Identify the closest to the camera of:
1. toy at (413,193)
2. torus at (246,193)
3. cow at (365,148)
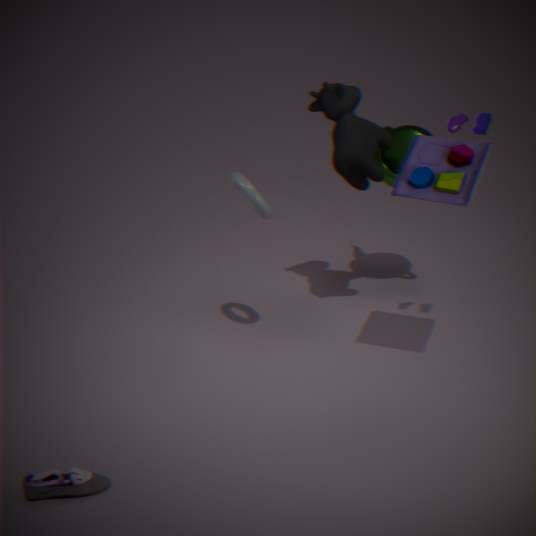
toy at (413,193)
